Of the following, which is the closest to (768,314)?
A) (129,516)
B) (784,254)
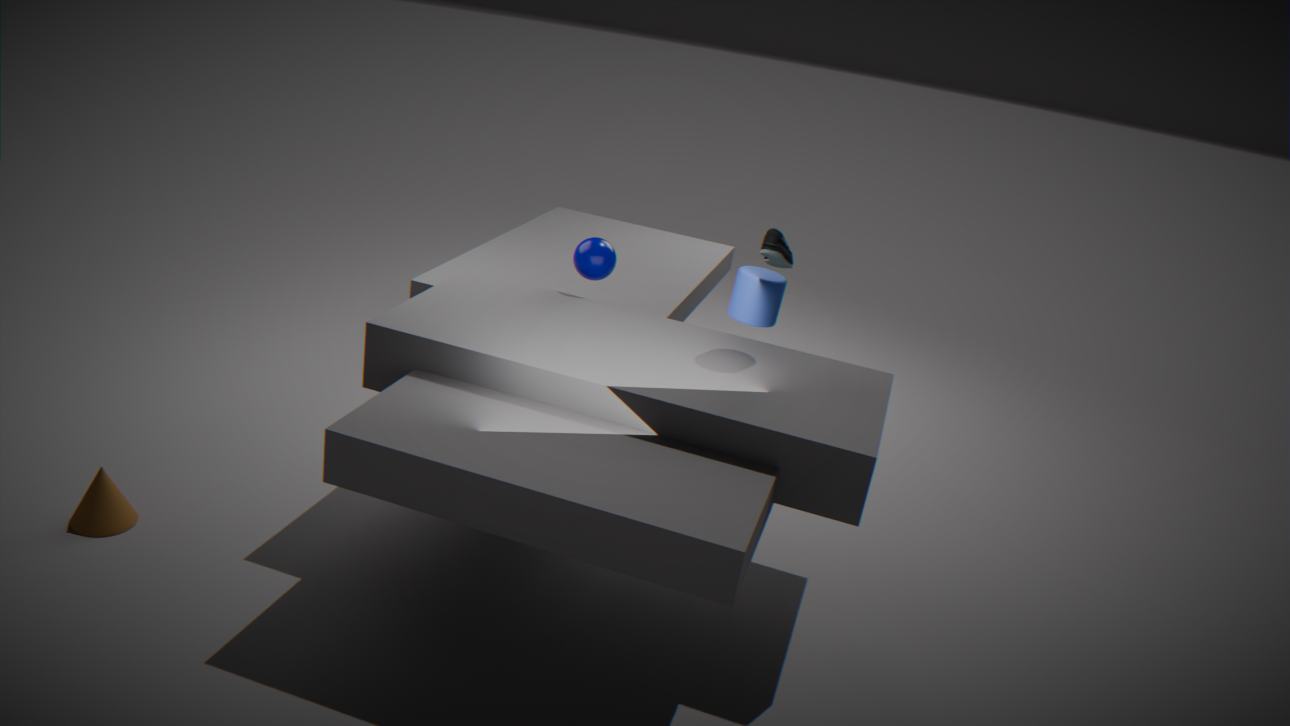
(784,254)
